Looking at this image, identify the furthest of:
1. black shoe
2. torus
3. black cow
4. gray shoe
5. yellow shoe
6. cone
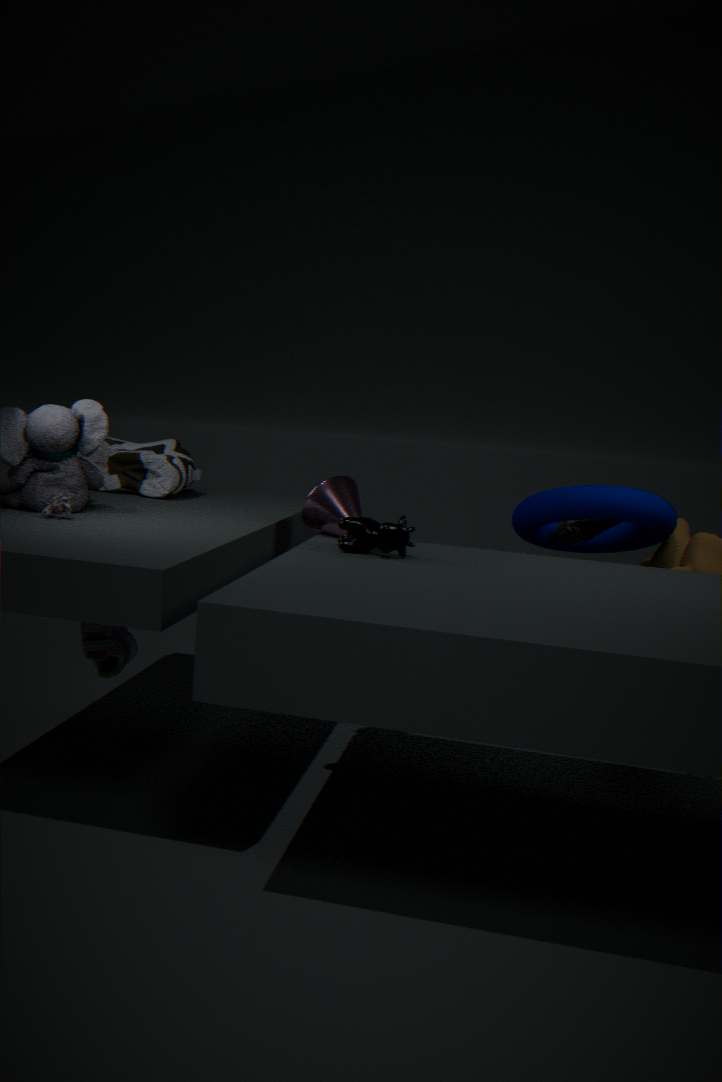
gray shoe
